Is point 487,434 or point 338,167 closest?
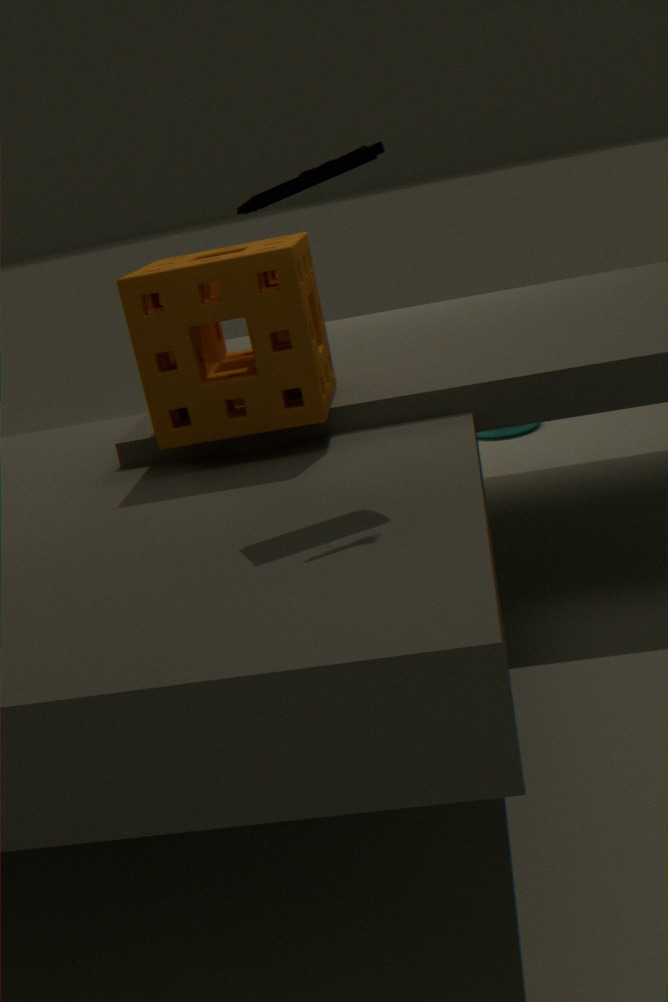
point 338,167
